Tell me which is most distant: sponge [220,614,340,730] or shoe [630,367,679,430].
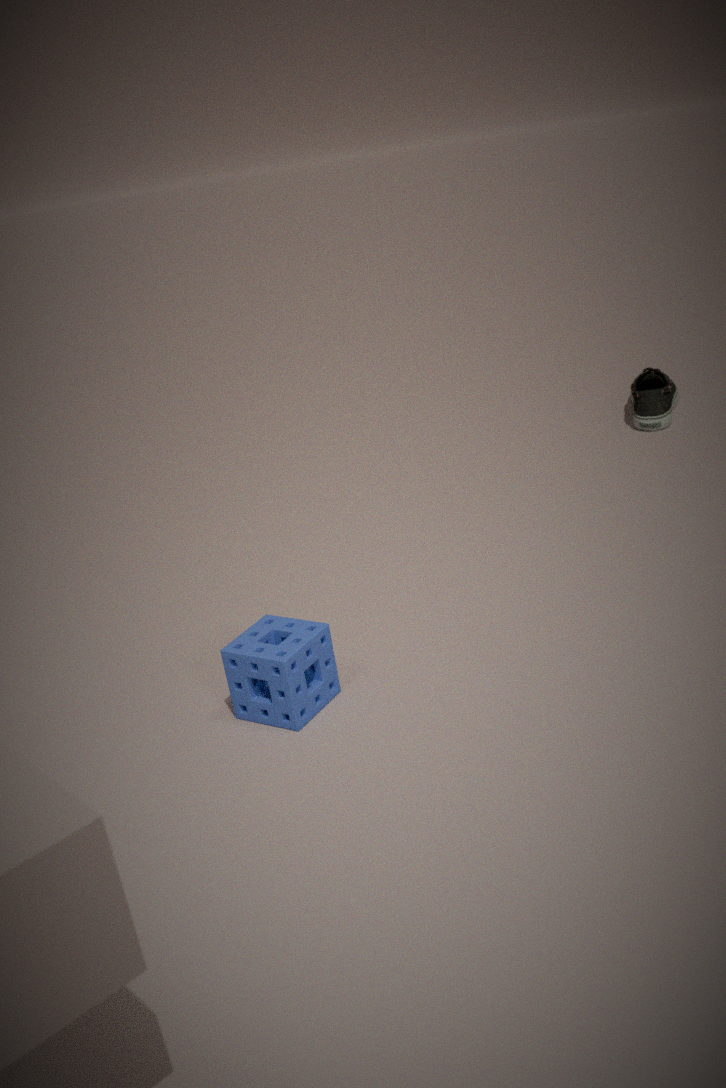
shoe [630,367,679,430]
